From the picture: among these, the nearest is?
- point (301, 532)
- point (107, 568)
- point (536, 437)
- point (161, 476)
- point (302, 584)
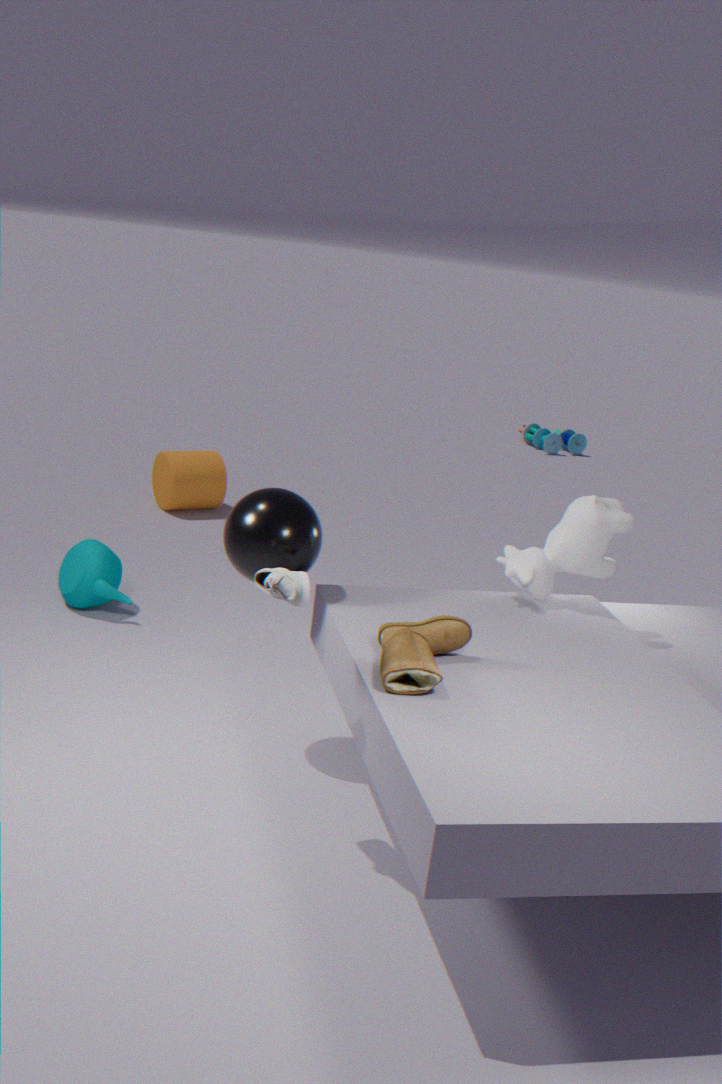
point (302, 584)
